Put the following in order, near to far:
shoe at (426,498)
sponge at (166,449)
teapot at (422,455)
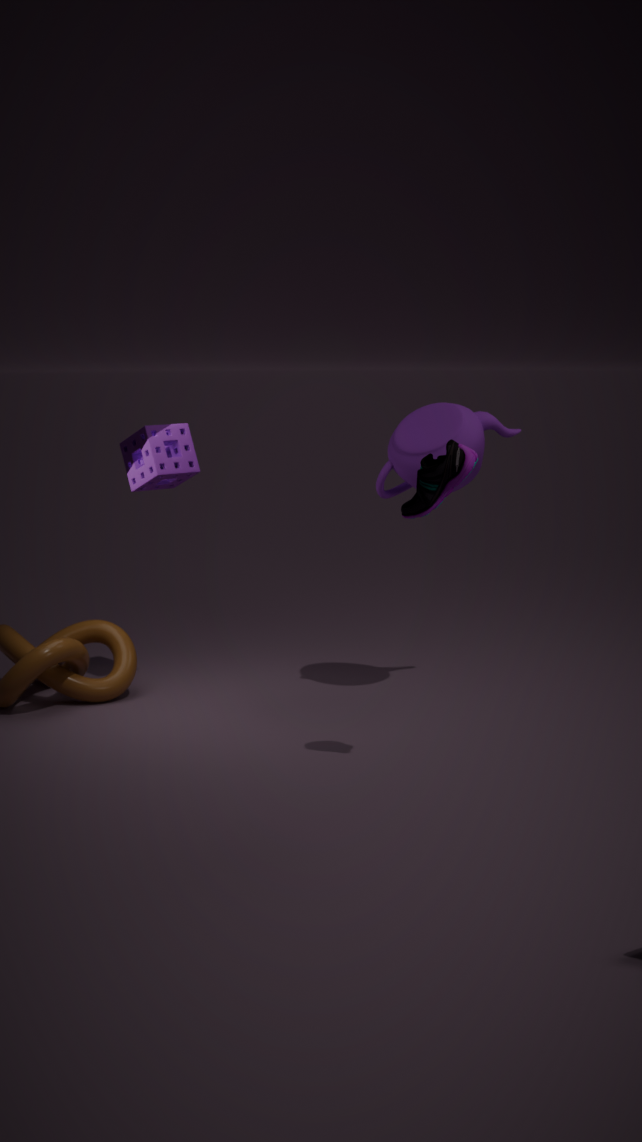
shoe at (426,498), teapot at (422,455), sponge at (166,449)
